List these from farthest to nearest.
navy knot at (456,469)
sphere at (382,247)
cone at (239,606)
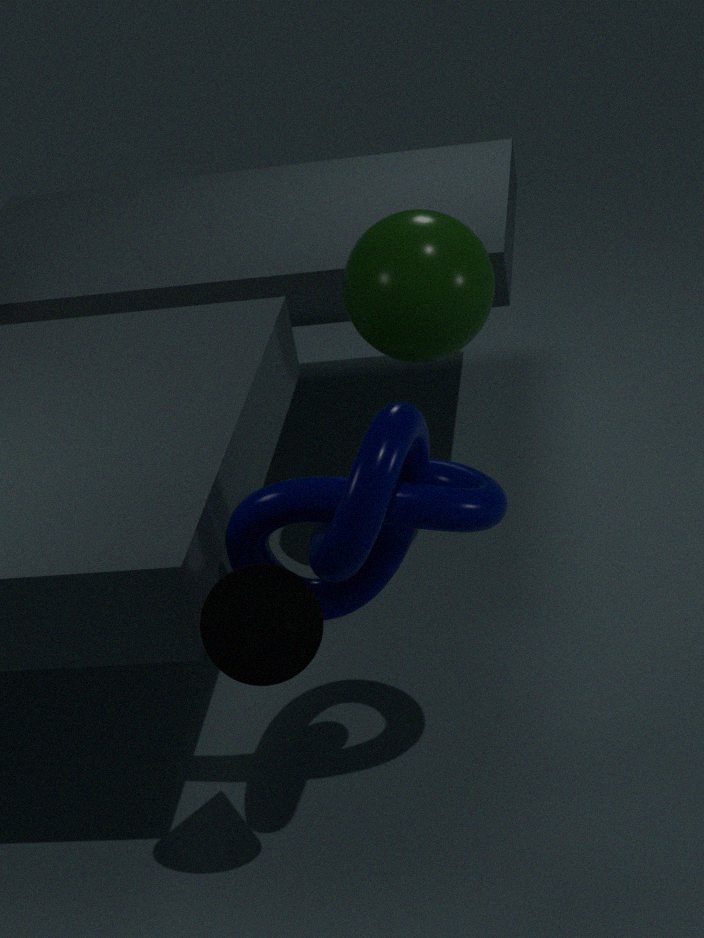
sphere at (382,247) < cone at (239,606) < navy knot at (456,469)
